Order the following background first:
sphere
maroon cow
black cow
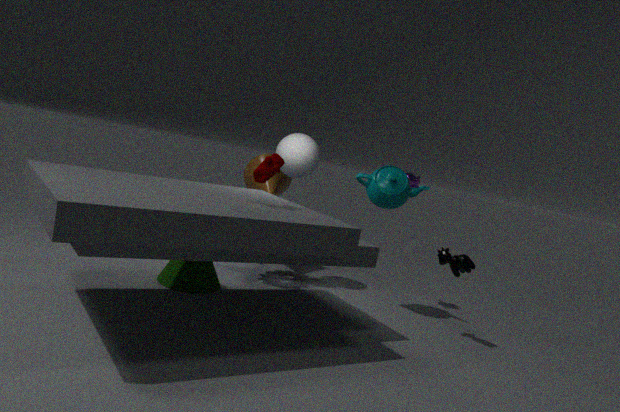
sphere
black cow
maroon cow
